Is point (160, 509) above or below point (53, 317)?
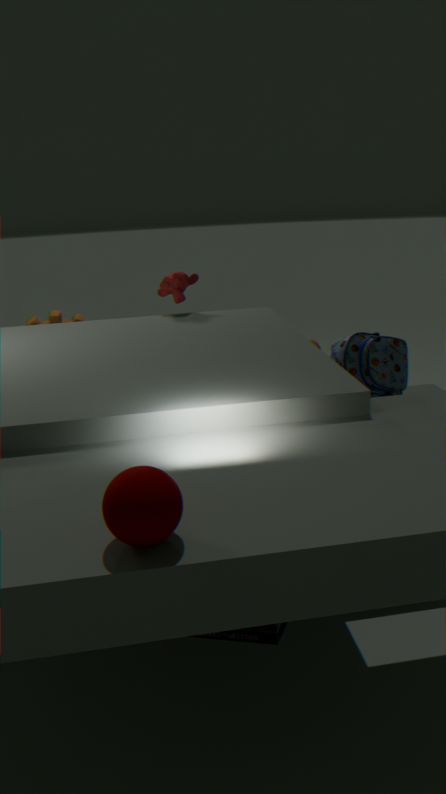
above
